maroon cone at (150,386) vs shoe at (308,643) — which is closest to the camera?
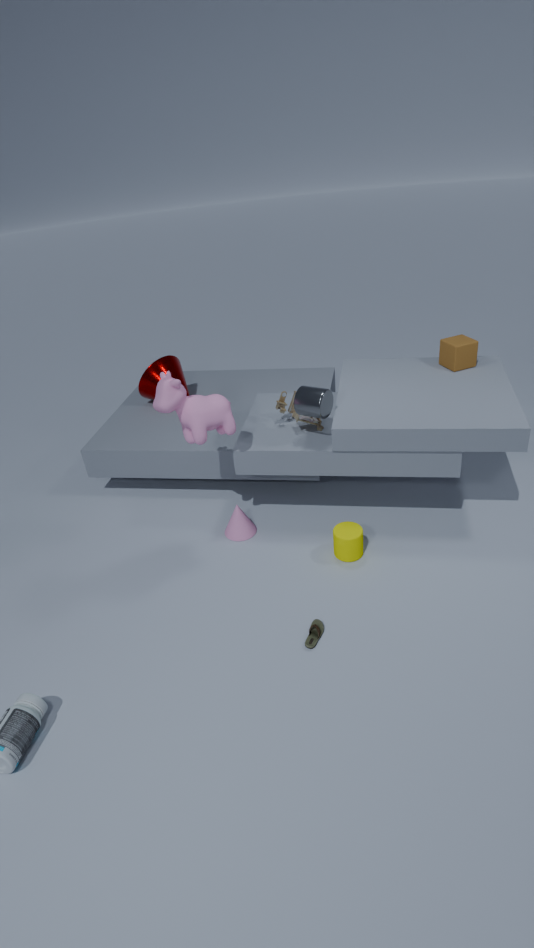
shoe at (308,643)
